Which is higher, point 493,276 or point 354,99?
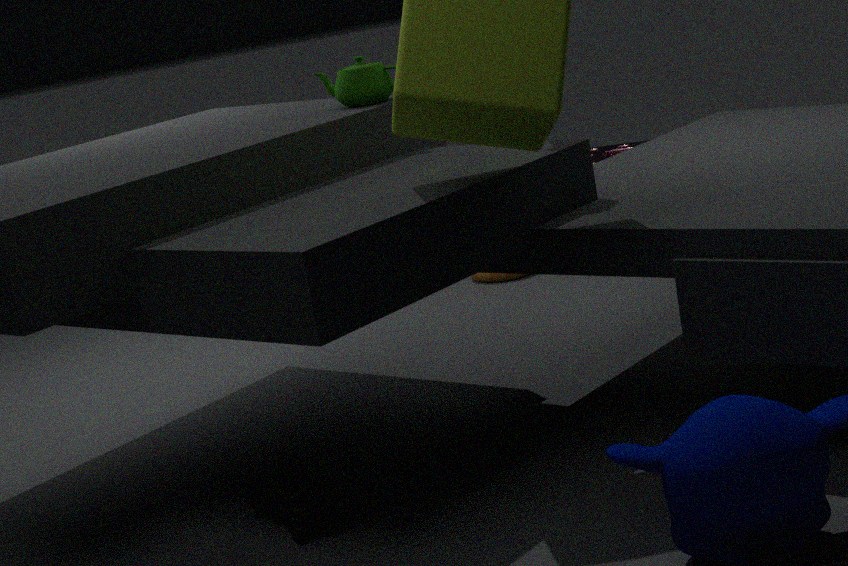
point 354,99
